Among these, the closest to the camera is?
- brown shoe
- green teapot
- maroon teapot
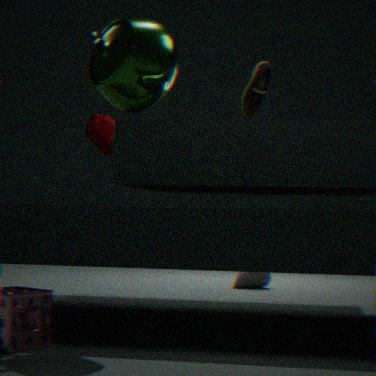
green teapot
